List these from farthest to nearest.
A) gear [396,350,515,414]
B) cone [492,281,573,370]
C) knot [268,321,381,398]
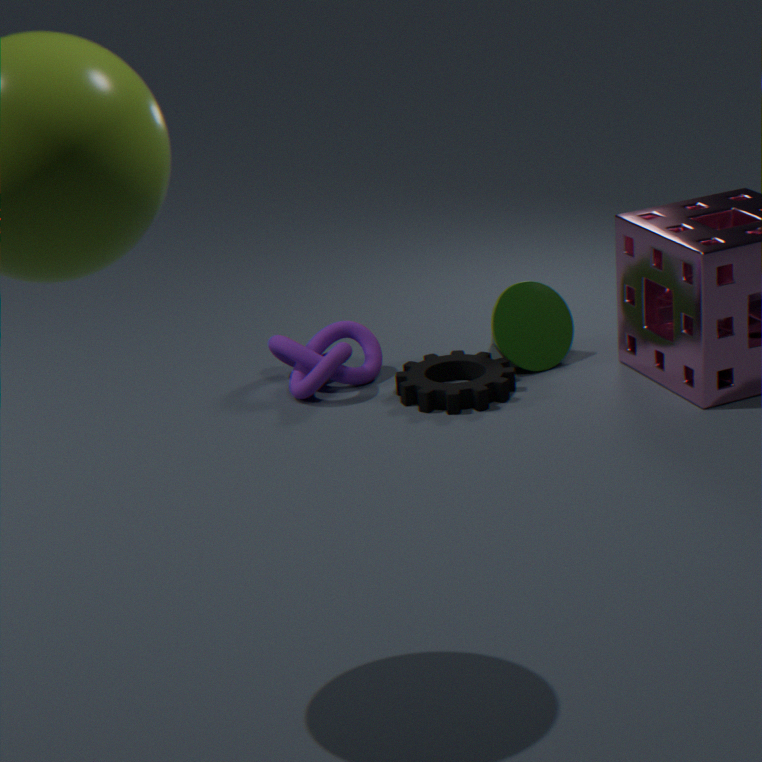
cone [492,281,573,370], knot [268,321,381,398], gear [396,350,515,414]
